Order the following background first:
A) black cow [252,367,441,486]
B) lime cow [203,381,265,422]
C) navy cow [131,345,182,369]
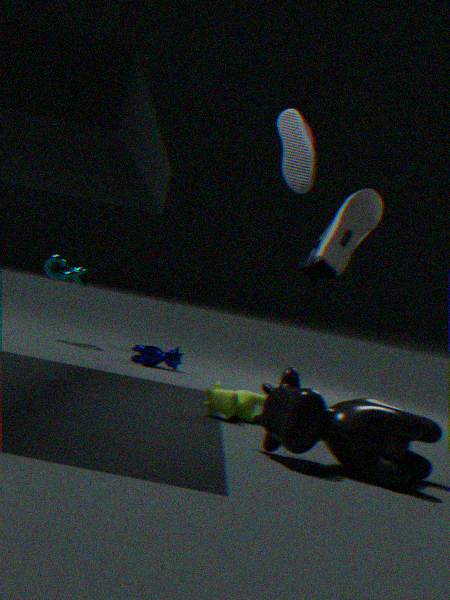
navy cow [131,345,182,369], lime cow [203,381,265,422], black cow [252,367,441,486]
